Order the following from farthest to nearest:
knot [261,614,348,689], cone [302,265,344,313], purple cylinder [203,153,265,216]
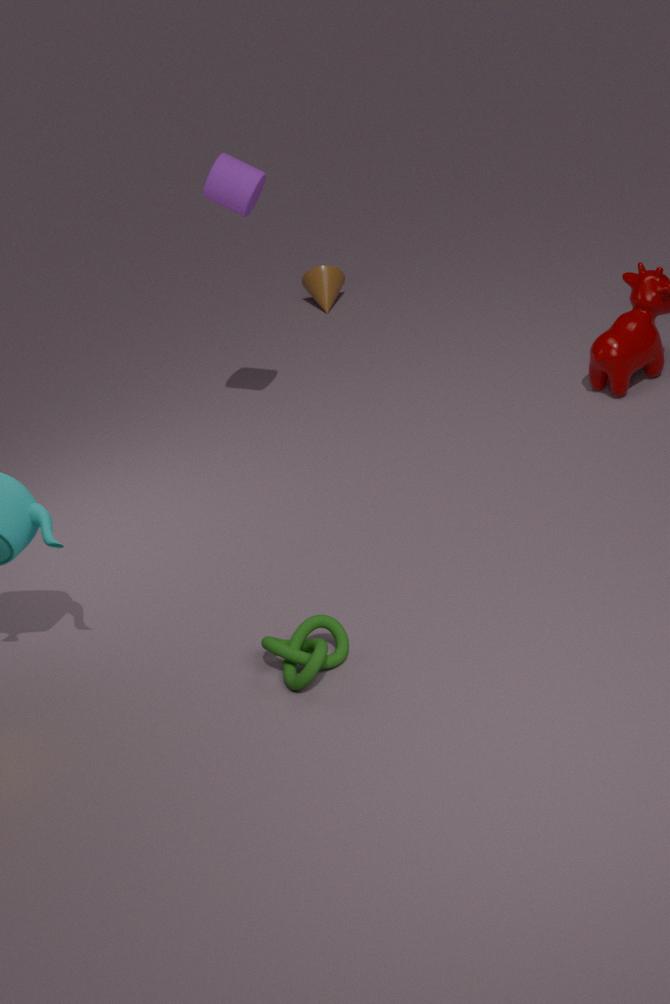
cone [302,265,344,313], purple cylinder [203,153,265,216], knot [261,614,348,689]
